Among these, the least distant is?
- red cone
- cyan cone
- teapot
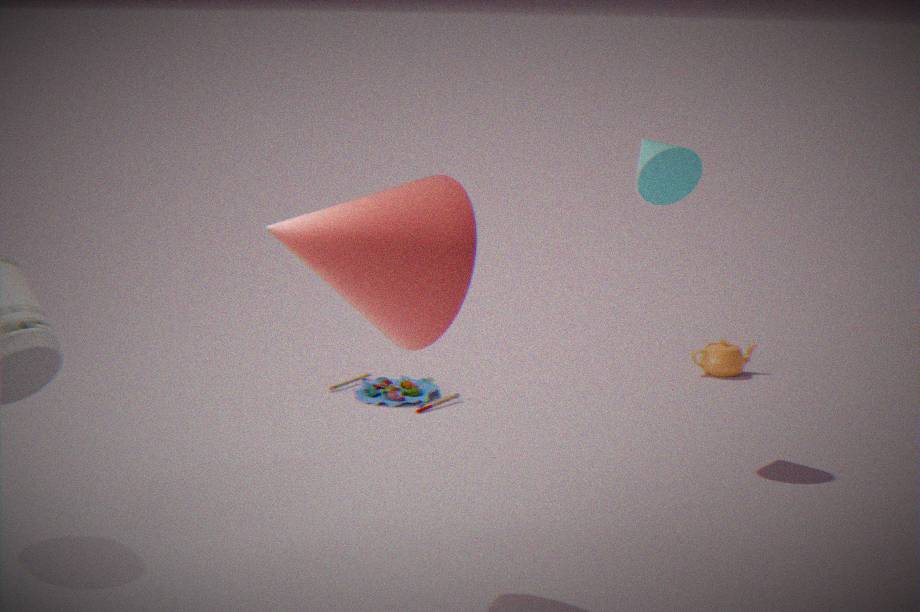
red cone
